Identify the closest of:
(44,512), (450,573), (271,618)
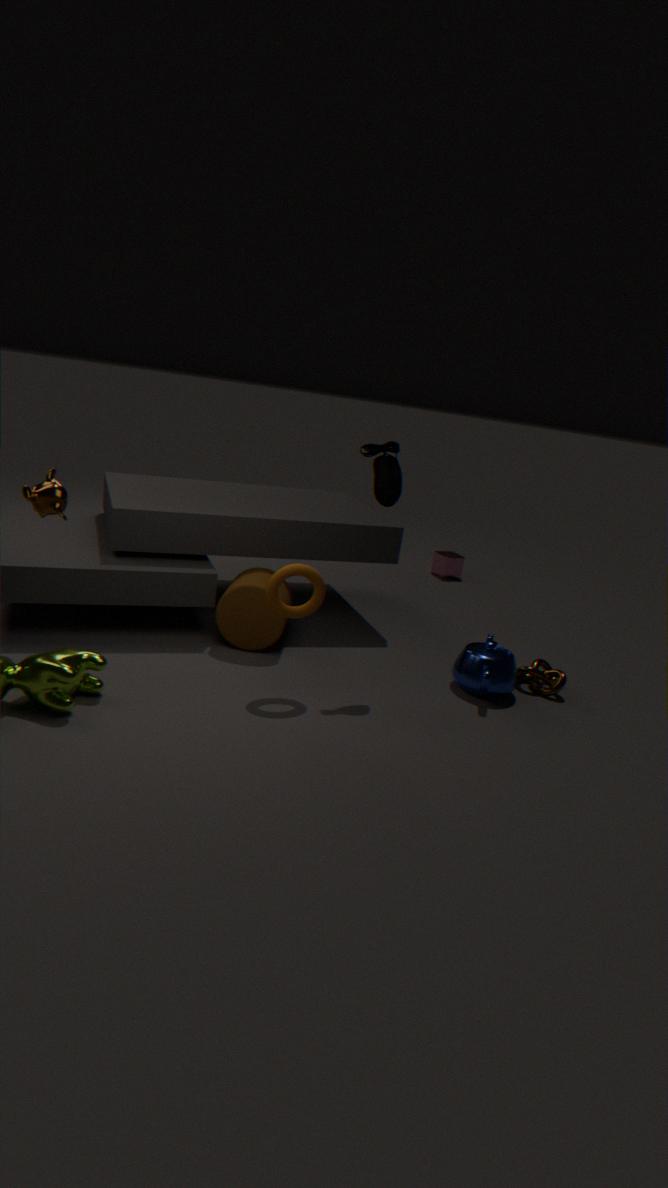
(44,512)
